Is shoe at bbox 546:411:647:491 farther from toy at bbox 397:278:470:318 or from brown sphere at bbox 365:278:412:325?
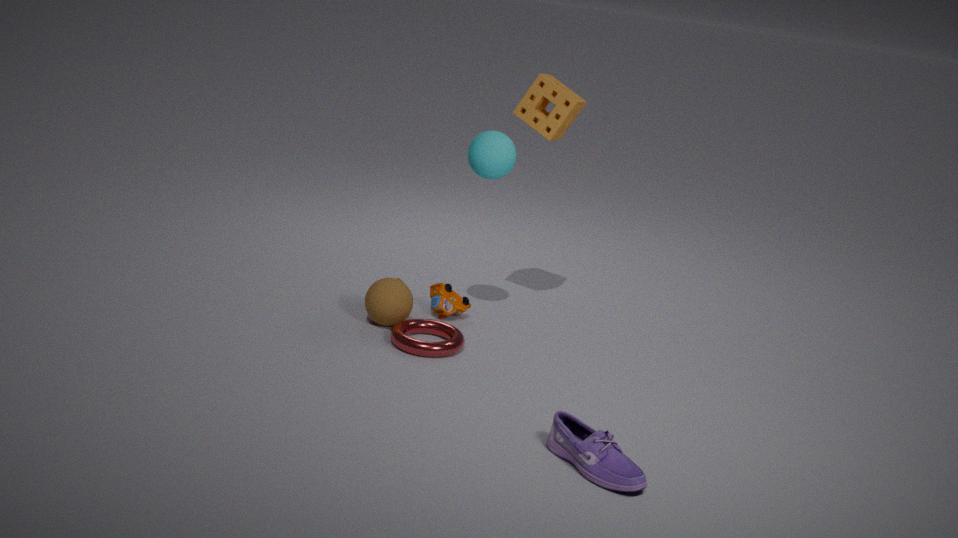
toy at bbox 397:278:470:318
